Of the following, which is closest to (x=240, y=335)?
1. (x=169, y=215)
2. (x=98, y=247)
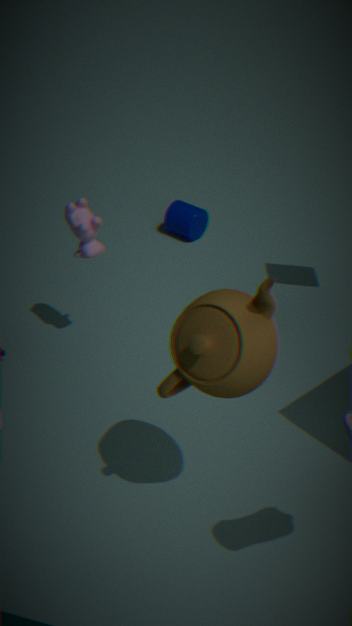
(x=98, y=247)
